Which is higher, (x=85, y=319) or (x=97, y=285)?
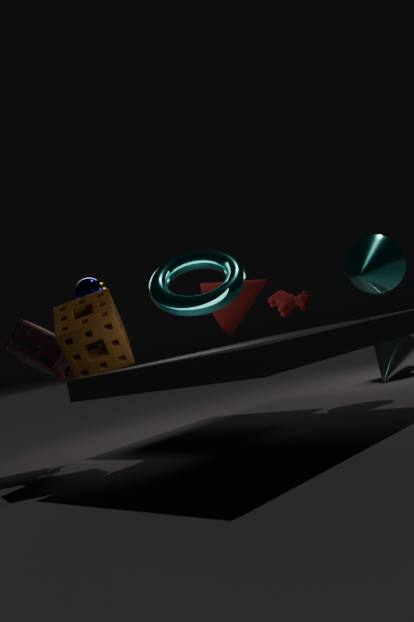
(x=97, y=285)
